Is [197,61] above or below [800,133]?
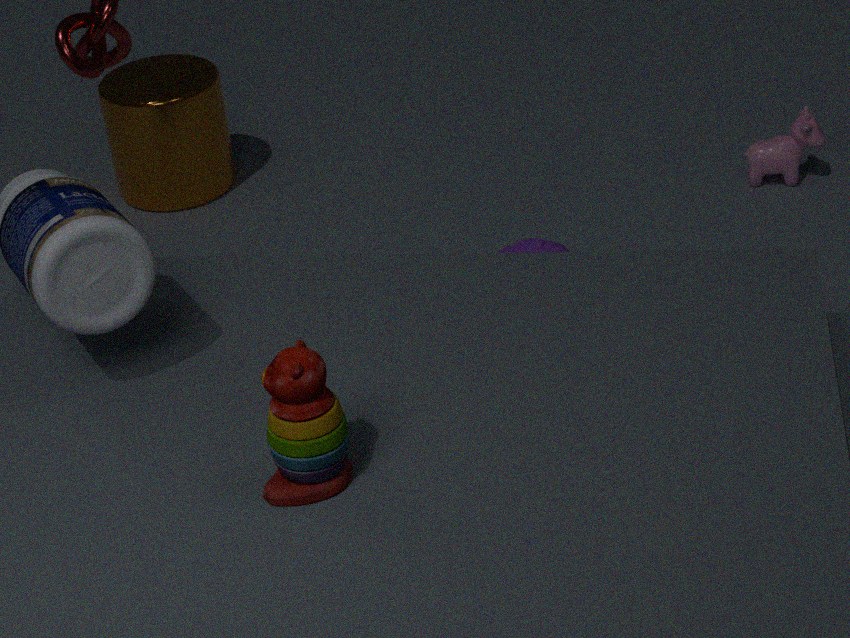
A: above
